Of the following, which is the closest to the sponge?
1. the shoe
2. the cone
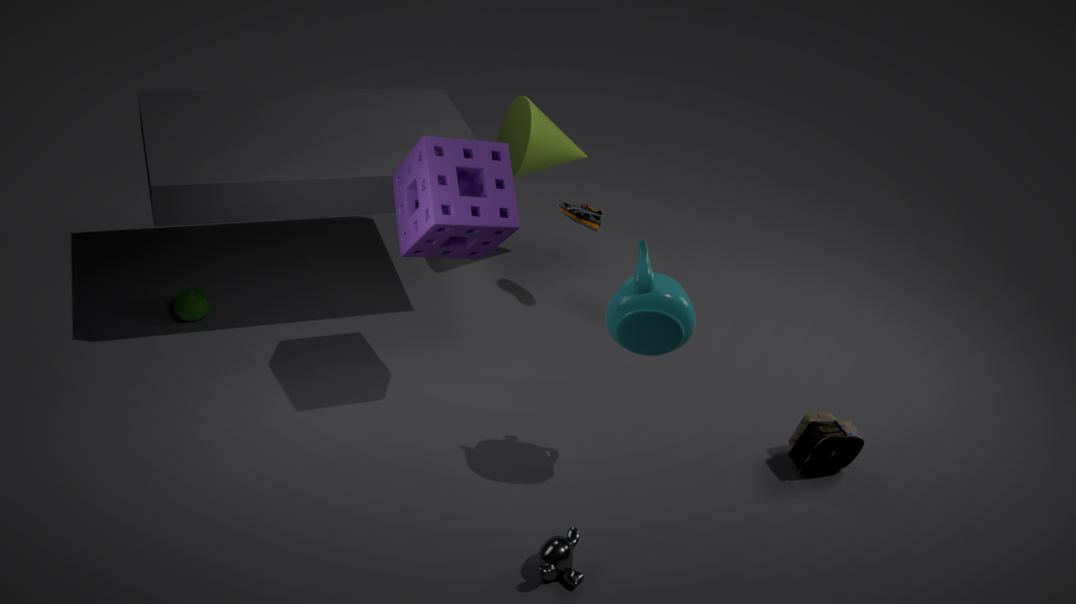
the cone
